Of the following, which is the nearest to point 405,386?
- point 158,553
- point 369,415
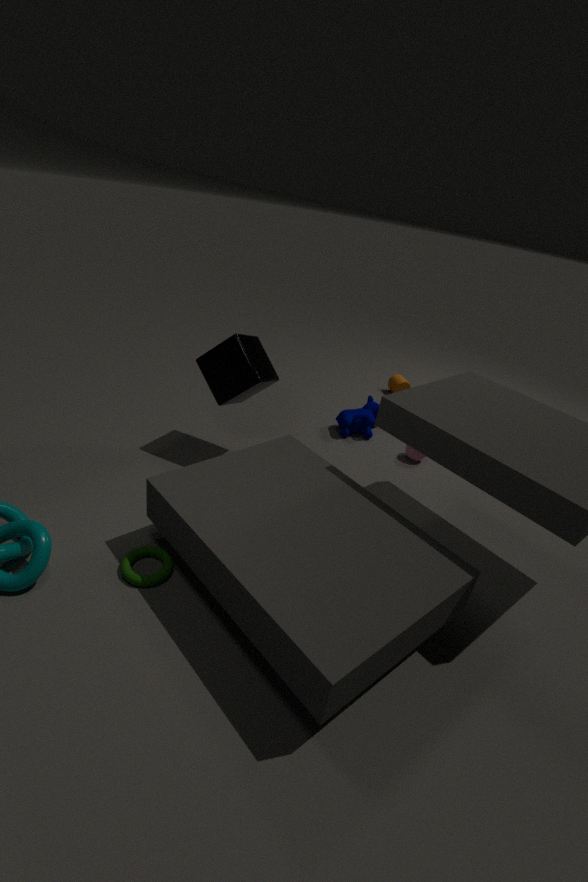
point 369,415
